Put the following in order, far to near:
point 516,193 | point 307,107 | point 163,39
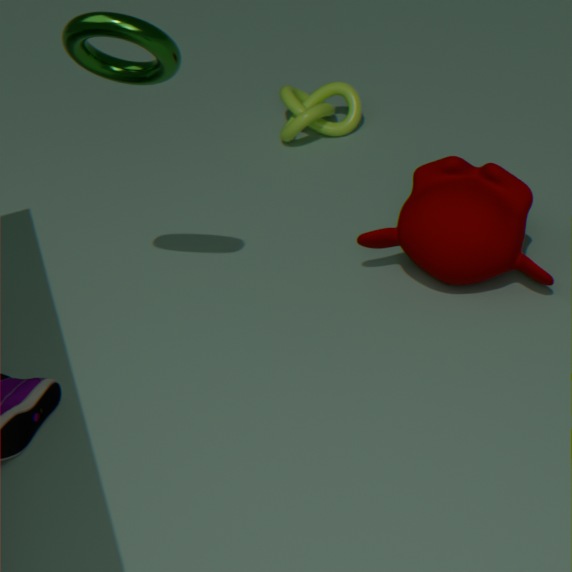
1. point 307,107
2. point 516,193
3. point 163,39
